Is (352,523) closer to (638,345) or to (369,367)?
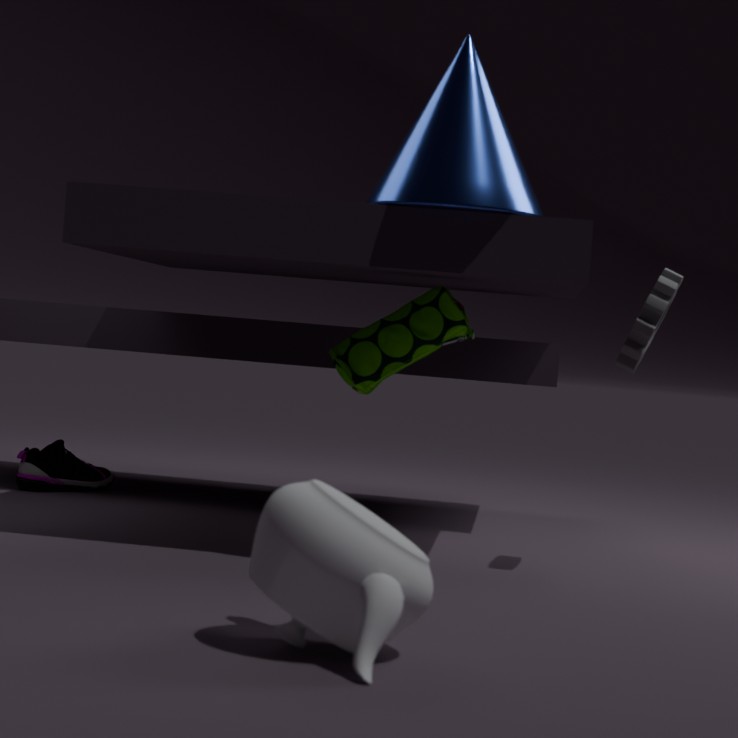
(369,367)
